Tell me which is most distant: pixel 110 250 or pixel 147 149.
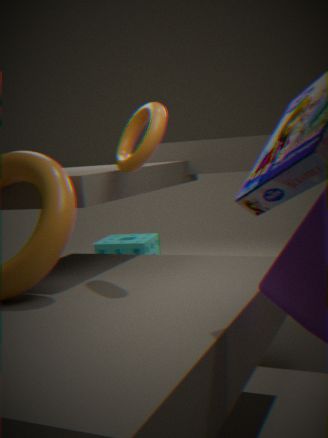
pixel 110 250
